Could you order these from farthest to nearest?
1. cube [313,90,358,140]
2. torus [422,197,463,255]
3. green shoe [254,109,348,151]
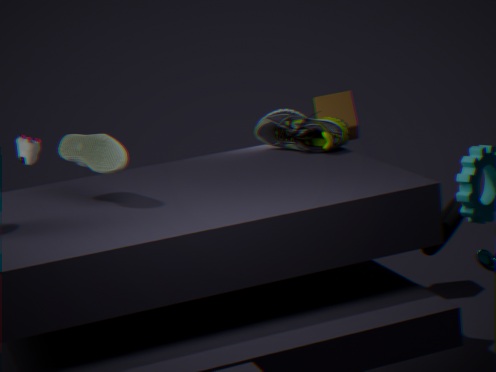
1. cube [313,90,358,140]
2. green shoe [254,109,348,151]
3. torus [422,197,463,255]
